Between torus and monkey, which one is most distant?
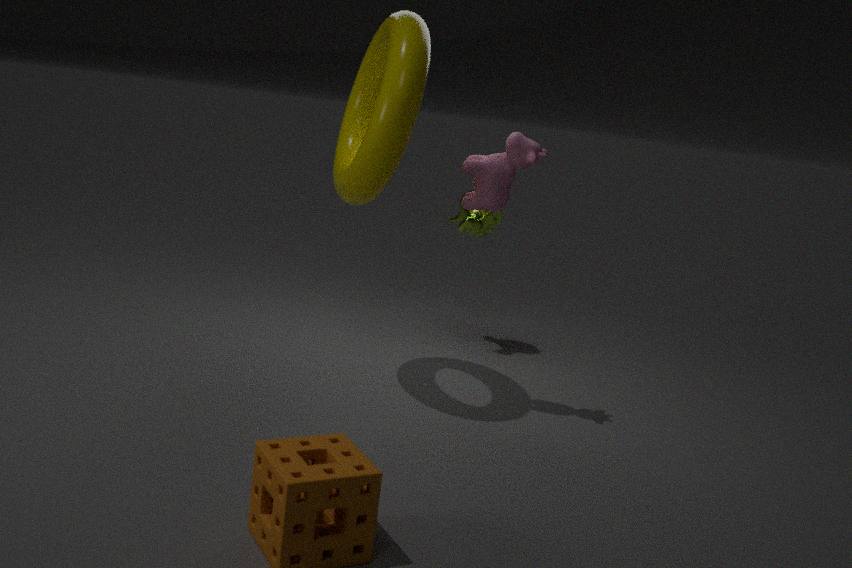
monkey
